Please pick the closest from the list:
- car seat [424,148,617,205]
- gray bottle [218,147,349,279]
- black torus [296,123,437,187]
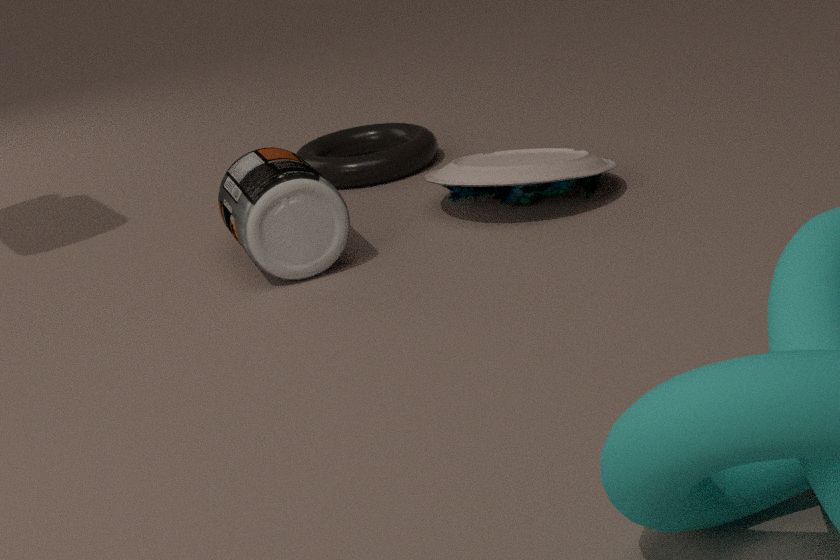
gray bottle [218,147,349,279]
